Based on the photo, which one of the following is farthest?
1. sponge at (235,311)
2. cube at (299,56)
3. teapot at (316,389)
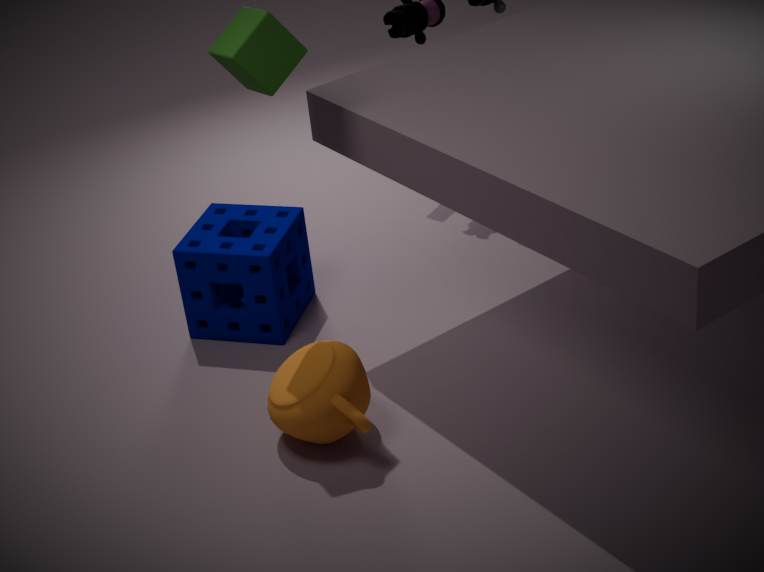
sponge at (235,311)
